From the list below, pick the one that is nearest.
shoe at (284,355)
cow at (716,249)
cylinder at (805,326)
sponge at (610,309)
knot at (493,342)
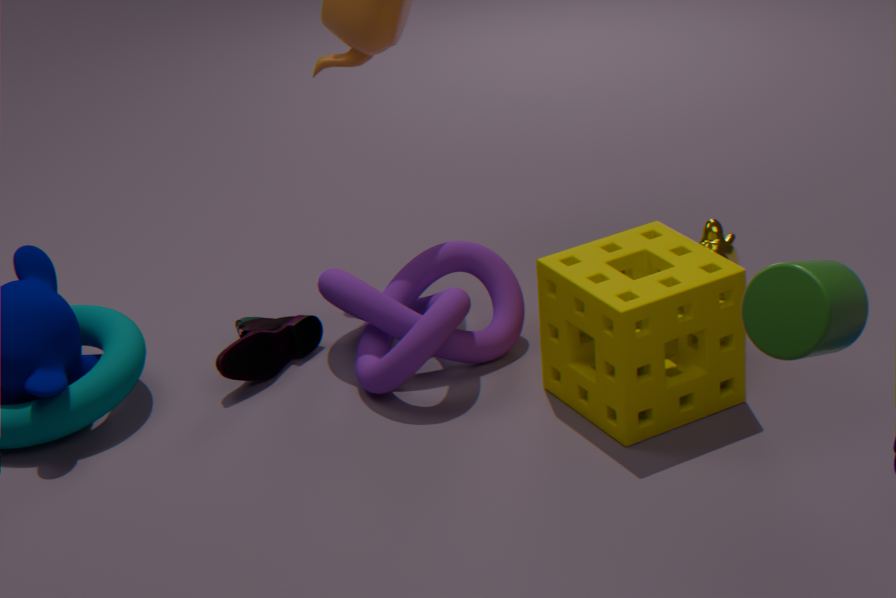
cylinder at (805,326)
